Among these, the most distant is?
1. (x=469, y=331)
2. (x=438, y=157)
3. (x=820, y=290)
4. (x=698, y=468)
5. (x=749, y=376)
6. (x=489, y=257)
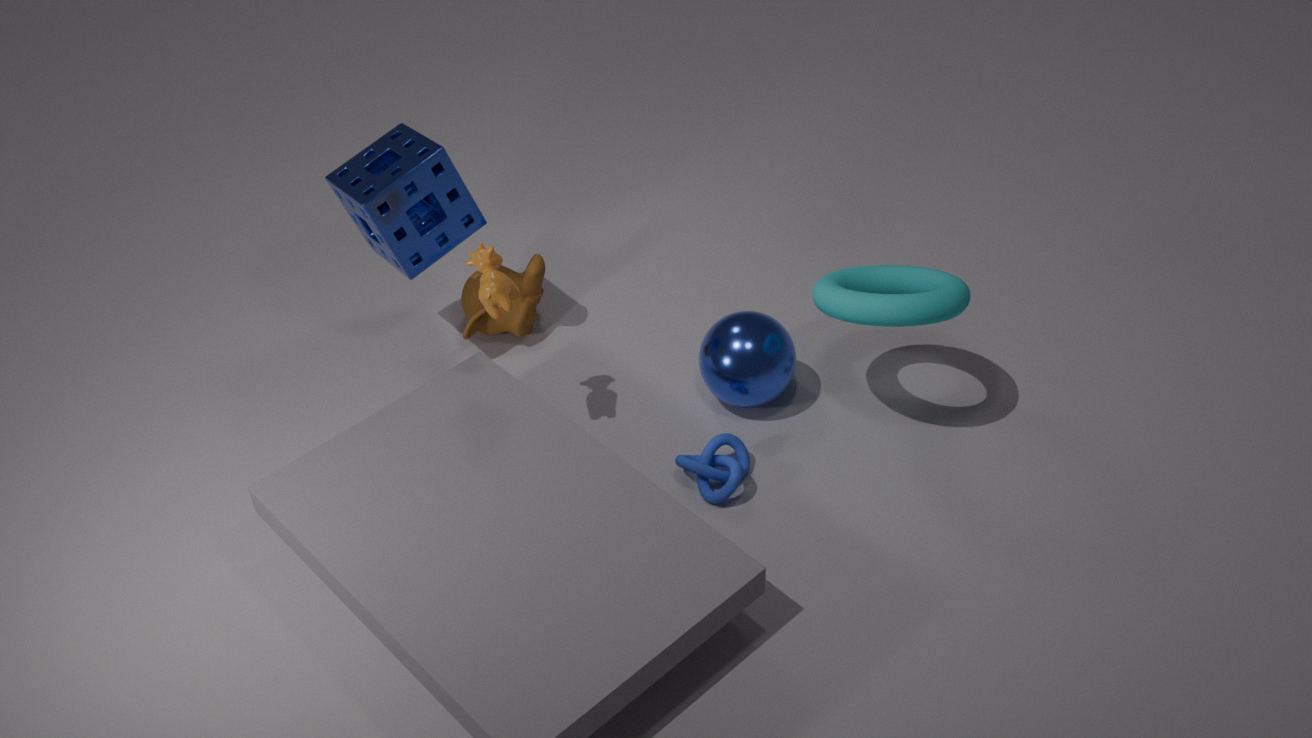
(x=469, y=331)
